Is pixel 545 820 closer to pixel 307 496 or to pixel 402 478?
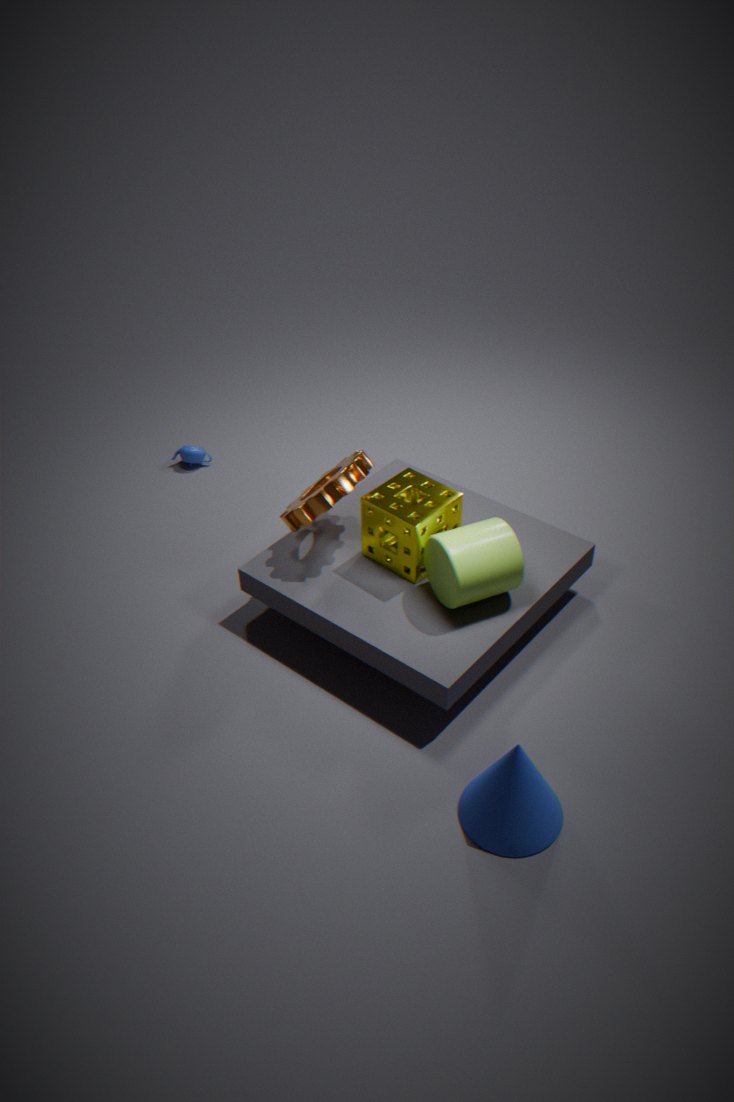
pixel 402 478
